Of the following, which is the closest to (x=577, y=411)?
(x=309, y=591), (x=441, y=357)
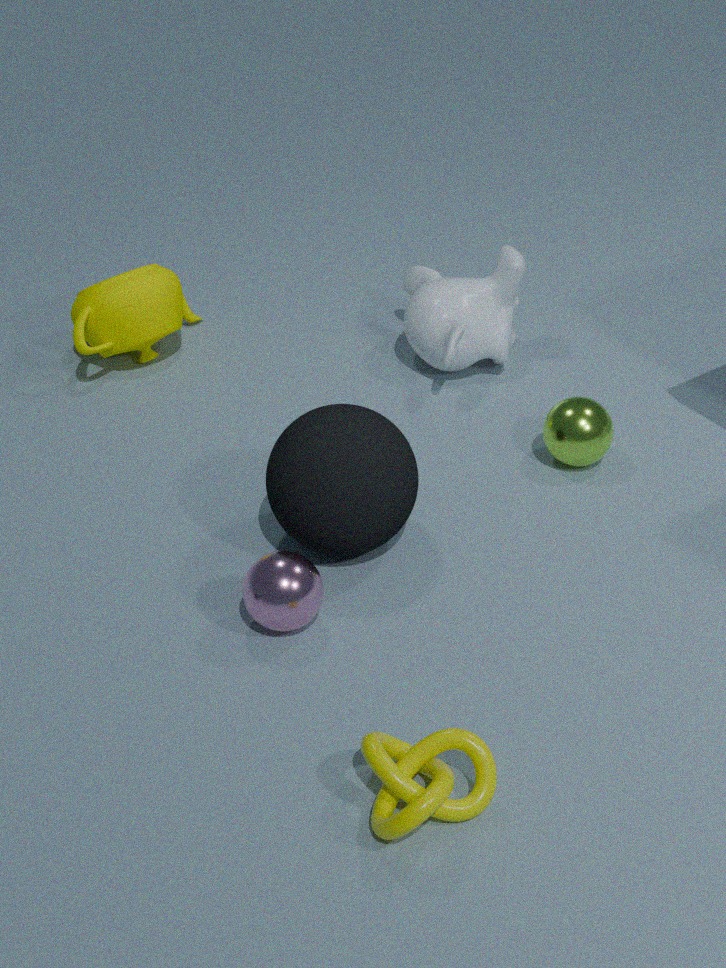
(x=441, y=357)
